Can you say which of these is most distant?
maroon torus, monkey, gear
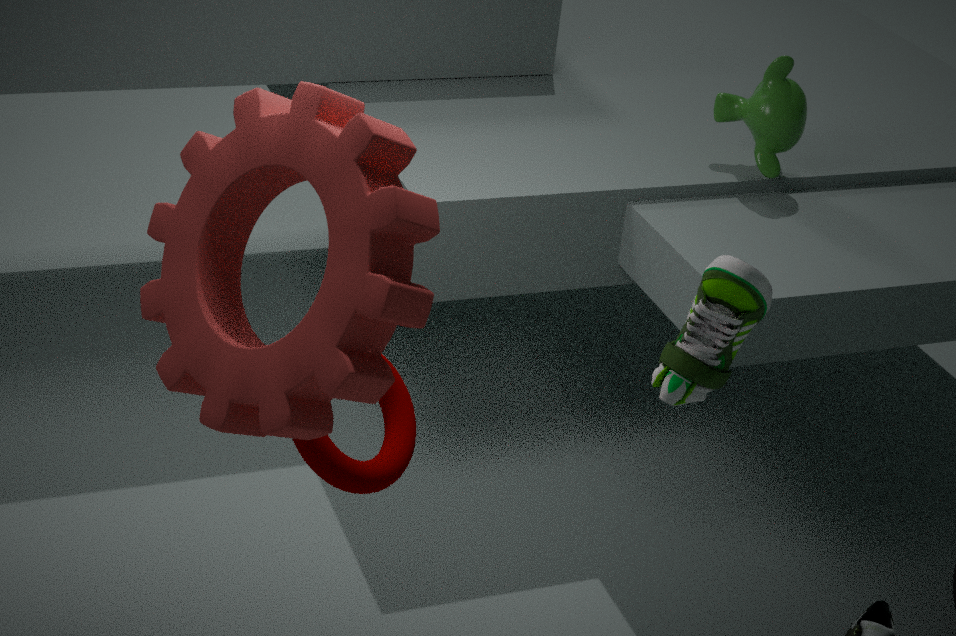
monkey
